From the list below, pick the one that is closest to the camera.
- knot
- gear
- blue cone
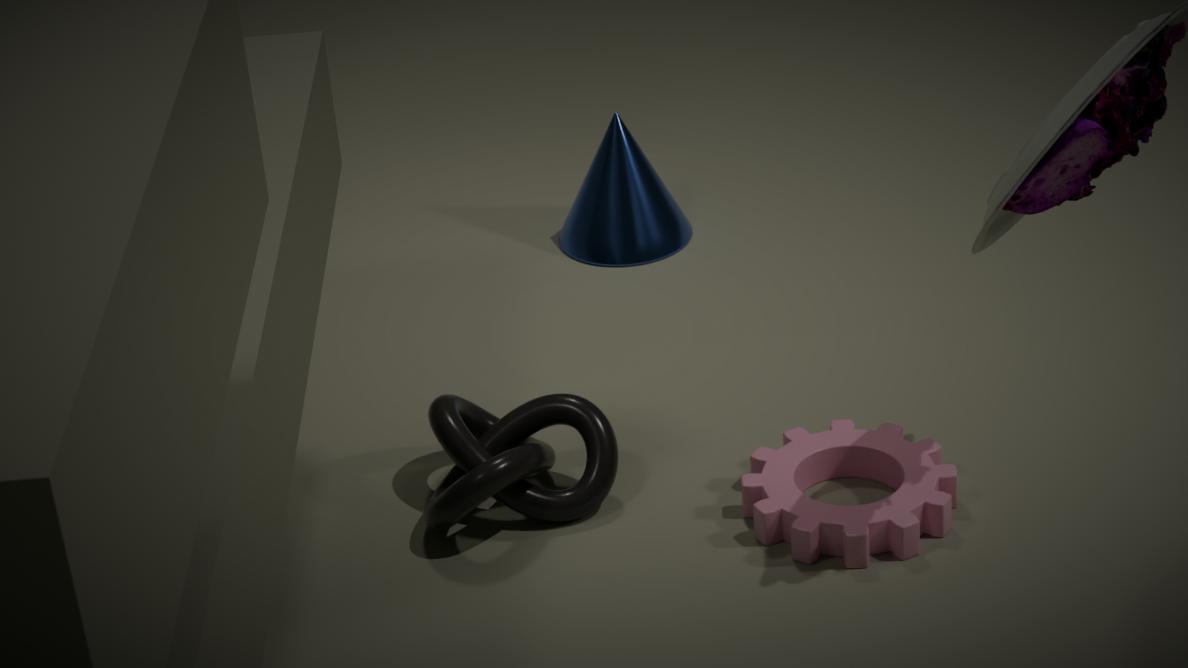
gear
